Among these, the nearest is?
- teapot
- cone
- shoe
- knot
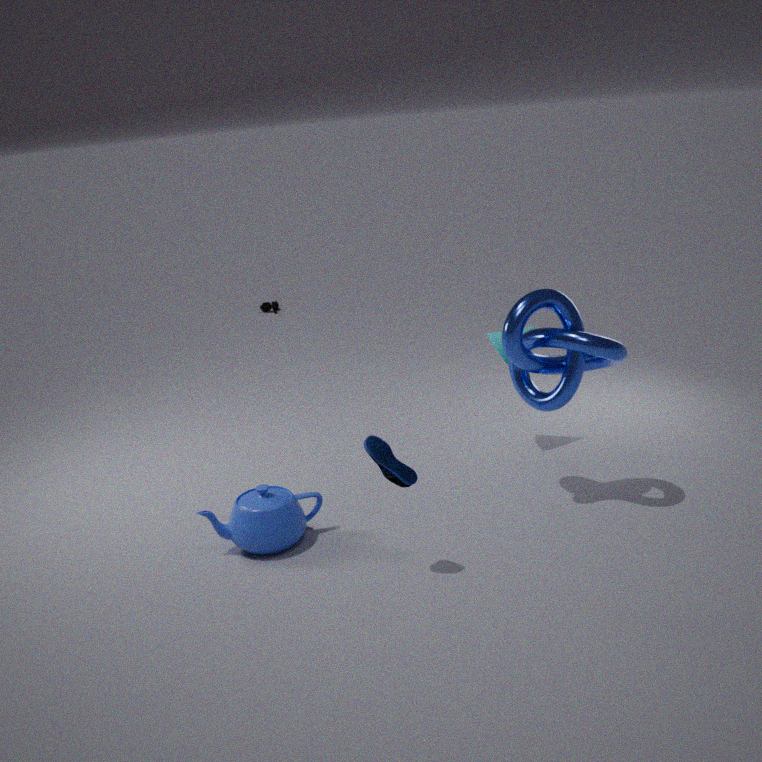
shoe
